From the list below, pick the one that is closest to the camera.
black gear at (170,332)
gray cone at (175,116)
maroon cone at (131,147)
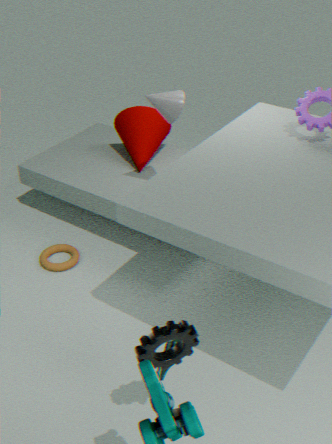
black gear at (170,332)
